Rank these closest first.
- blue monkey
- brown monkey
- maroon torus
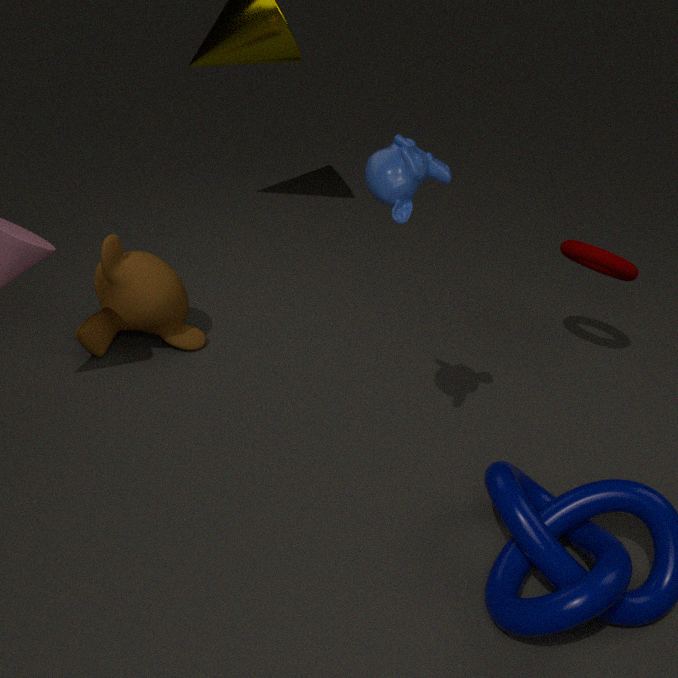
blue monkey → maroon torus → brown monkey
